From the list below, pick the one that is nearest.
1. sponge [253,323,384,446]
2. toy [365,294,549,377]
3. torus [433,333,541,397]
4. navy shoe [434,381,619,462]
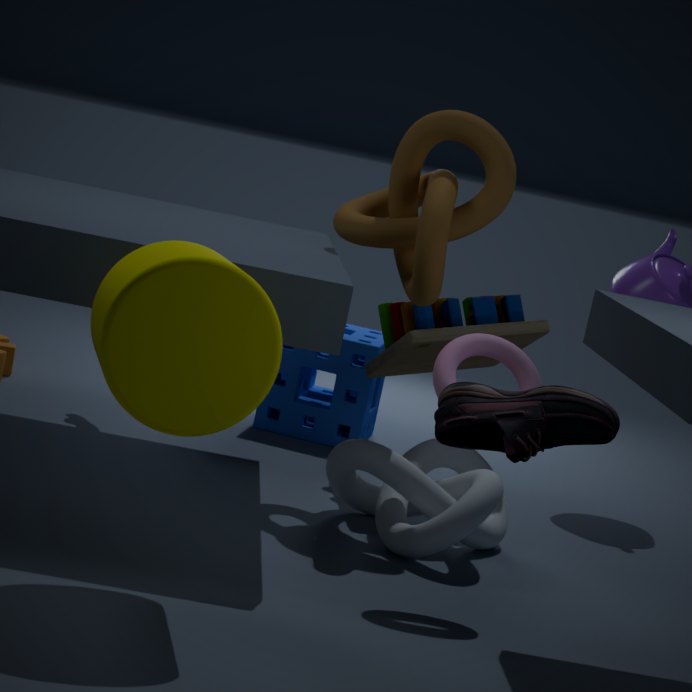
navy shoe [434,381,619,462]
